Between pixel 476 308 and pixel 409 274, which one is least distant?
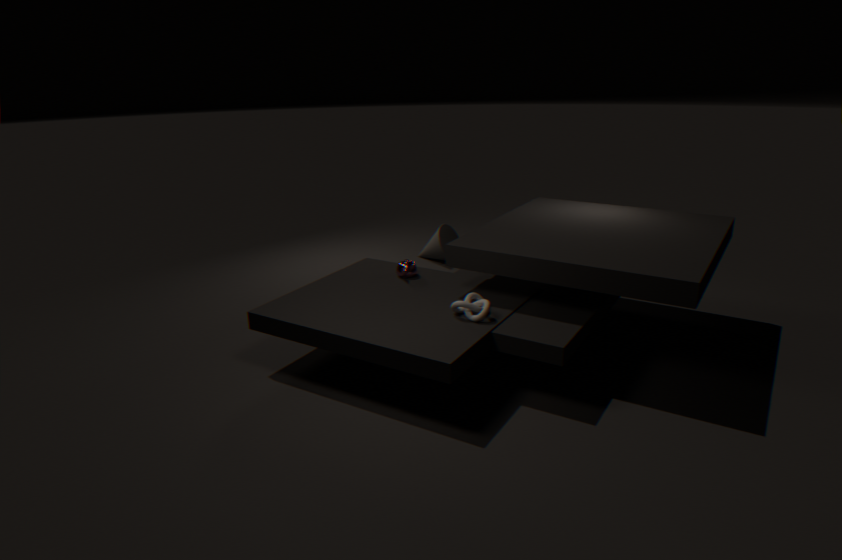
pixel 476 308
